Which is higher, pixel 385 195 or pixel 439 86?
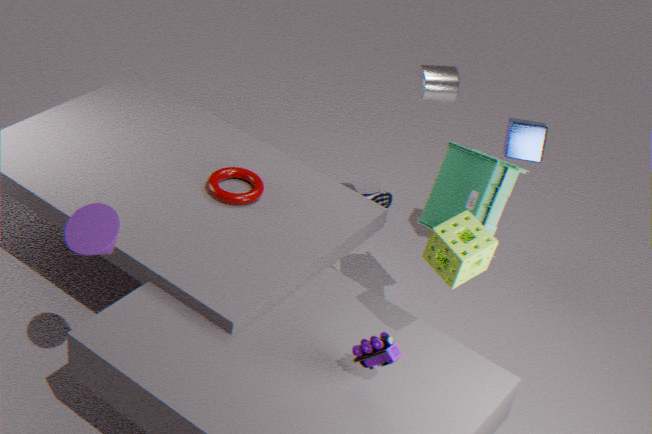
pixel 439 86
